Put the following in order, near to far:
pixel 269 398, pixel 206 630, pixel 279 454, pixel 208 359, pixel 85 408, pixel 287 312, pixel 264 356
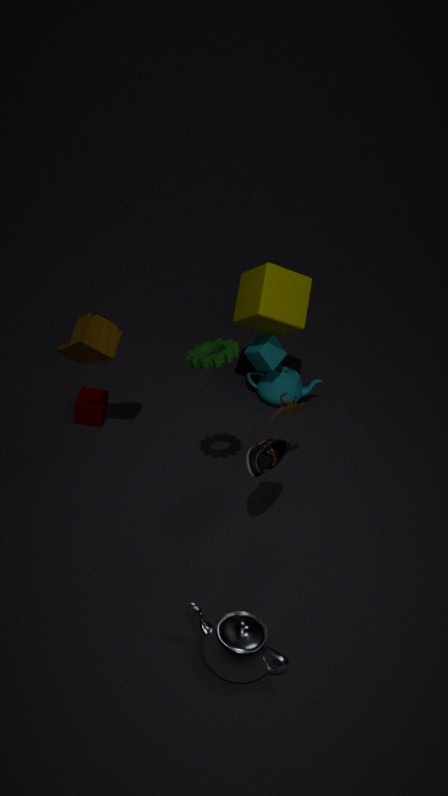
1. pixel 206 630
2. pixel 208 359
3. pixel 279 454
4. pixel 85 408
5. pixel 287 312
6. pixel 264 356
7. pixel 269 398
